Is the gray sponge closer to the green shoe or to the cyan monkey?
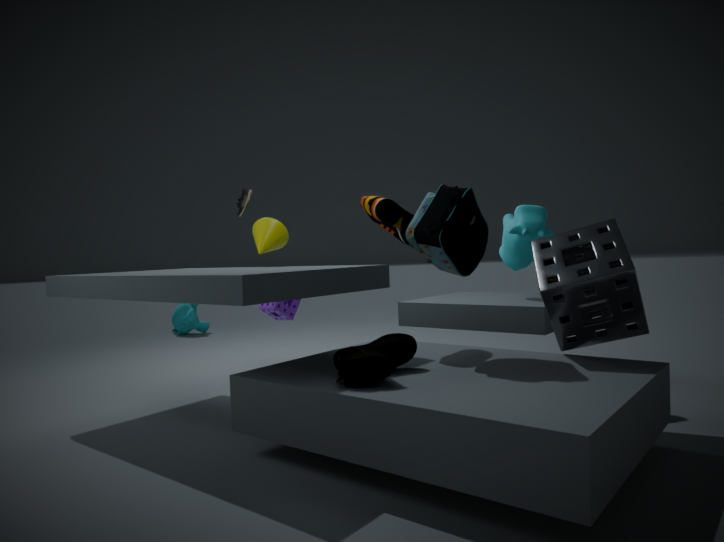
the green shoe
